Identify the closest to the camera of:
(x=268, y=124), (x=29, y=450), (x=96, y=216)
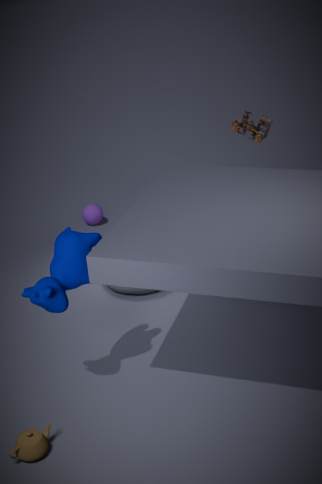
(x=29, y=450)
